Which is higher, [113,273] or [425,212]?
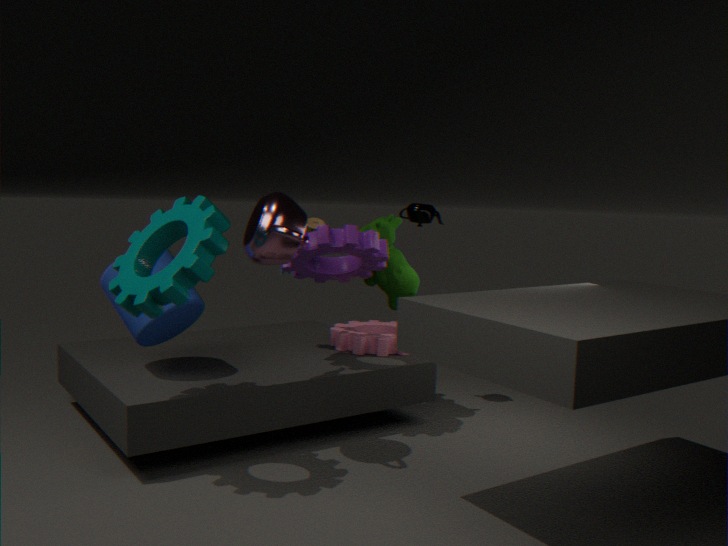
[425,212]
